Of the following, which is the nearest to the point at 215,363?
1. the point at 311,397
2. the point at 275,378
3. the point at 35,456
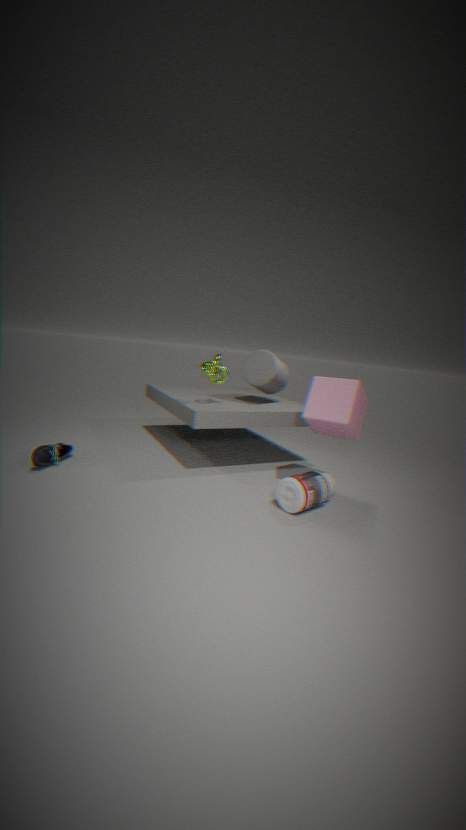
the point at 275,378
